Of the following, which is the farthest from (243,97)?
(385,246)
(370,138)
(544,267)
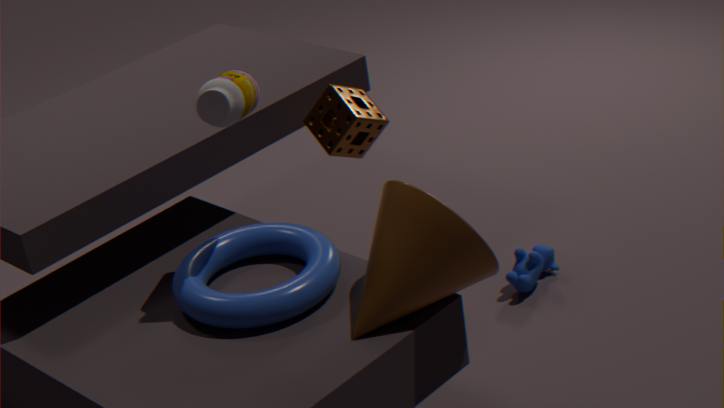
(544,267)
